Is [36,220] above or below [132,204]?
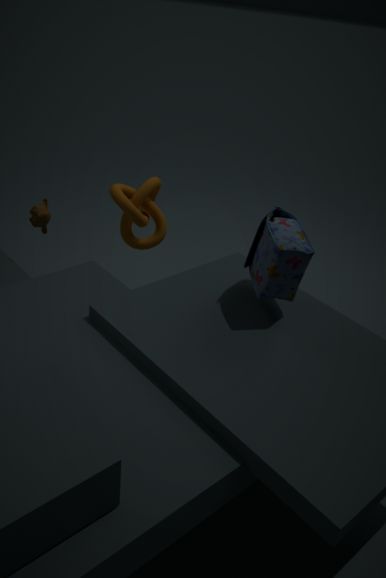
below
